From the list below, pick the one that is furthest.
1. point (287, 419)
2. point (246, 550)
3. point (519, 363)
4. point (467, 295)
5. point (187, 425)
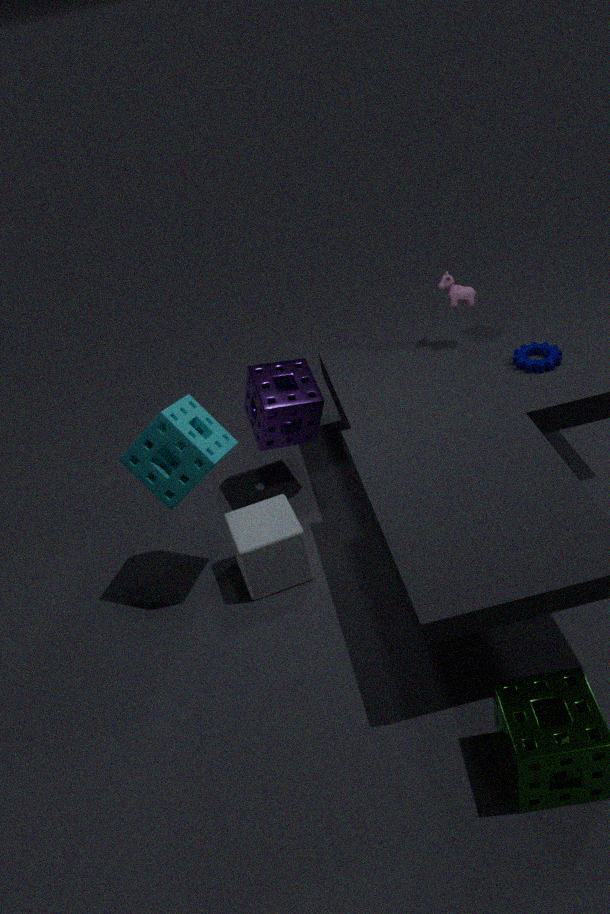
point (467, 295)
